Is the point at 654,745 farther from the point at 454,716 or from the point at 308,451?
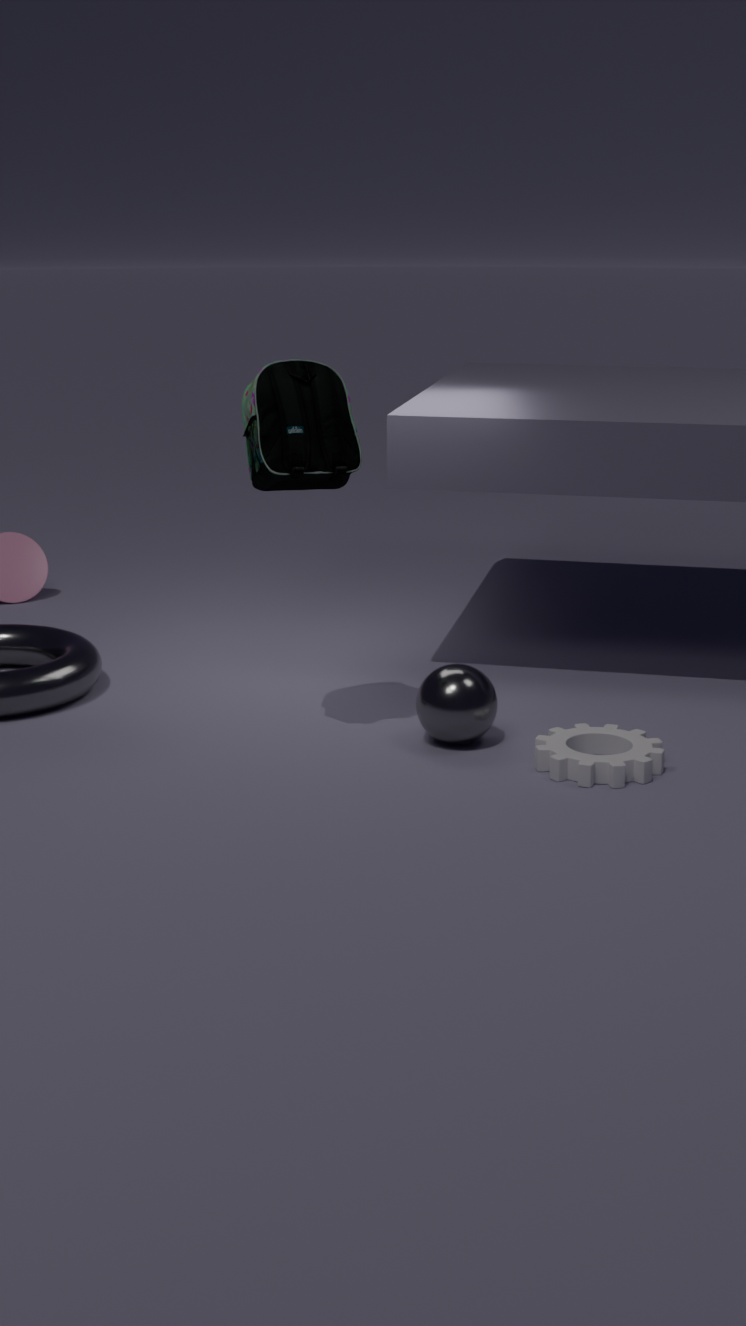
the point at 308,451
